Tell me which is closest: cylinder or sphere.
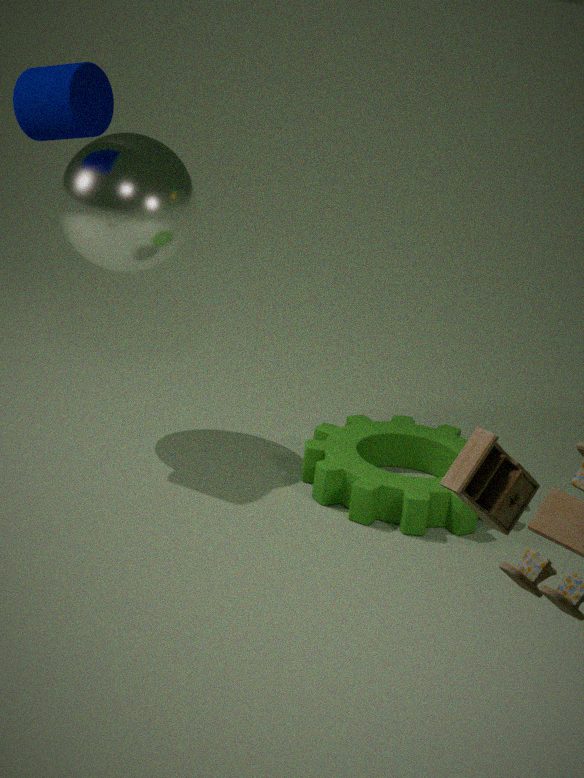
cylinder
